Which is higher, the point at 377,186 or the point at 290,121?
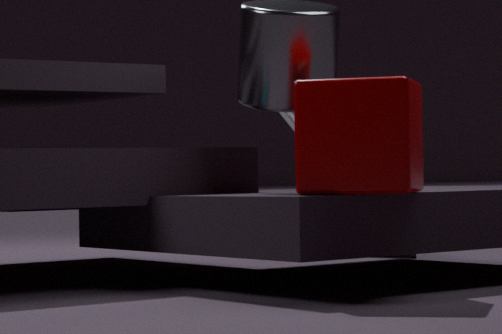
the point at 290,121
